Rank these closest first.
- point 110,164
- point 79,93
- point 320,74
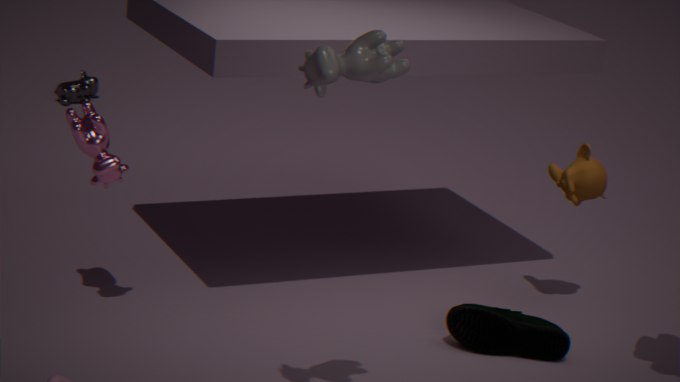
point 320,74 → point 110,164 → point 79,93
